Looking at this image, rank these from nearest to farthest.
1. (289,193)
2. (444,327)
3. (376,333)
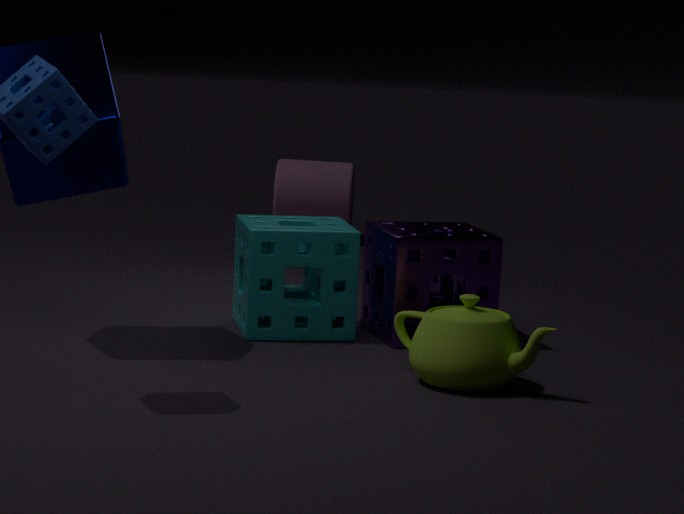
(444,327)
(376,333)
(289,193)
